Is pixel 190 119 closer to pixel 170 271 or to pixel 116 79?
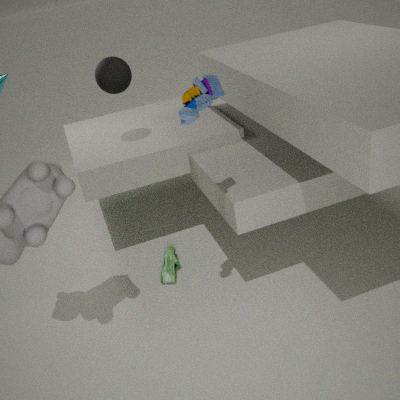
pixel 116 79
